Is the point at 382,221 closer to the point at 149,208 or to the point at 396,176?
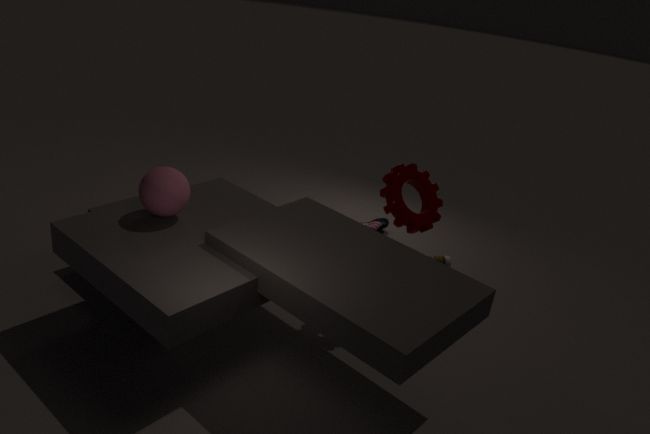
the point at 396,176
